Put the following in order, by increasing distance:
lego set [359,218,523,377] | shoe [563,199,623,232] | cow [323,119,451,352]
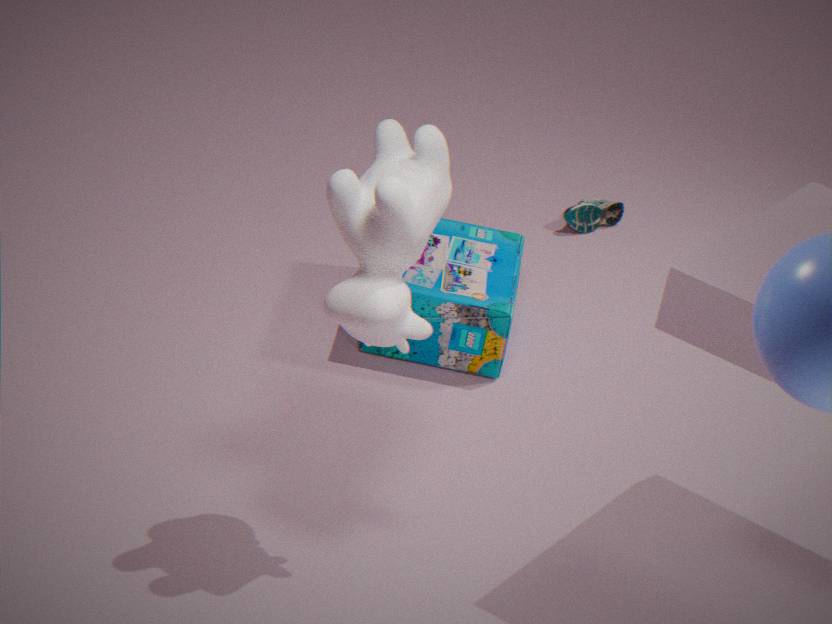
1. cow [323,119,451,352]
2. lego set [359,218,523,377]
3. shoe [563,199,623,232]
